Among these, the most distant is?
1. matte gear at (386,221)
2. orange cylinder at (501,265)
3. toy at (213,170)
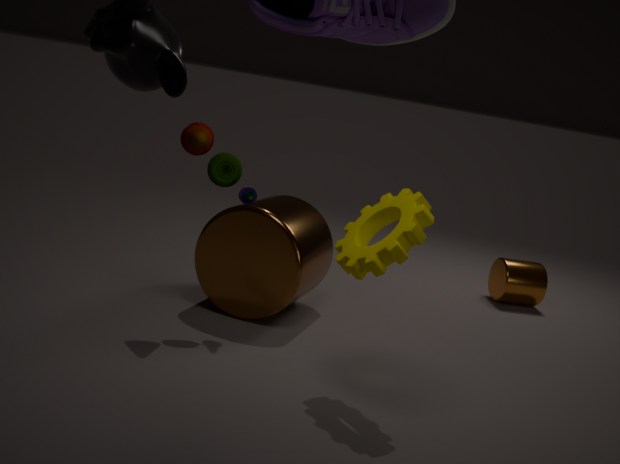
orange cylinder at (501,265)
